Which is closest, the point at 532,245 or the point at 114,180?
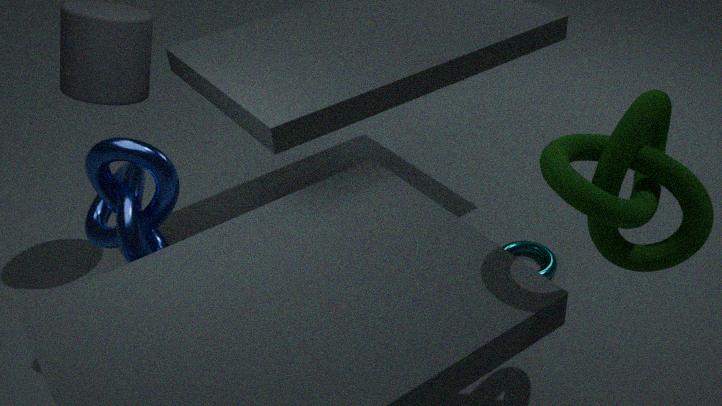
the point at 114,180
